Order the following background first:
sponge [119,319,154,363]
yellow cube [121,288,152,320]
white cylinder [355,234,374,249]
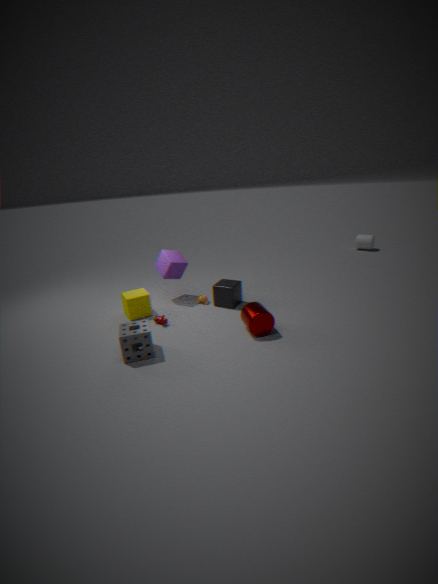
white cylinder [355,234,374,249] < yellow cube [121,288,152,320] < sponge [119,319,154,363]
